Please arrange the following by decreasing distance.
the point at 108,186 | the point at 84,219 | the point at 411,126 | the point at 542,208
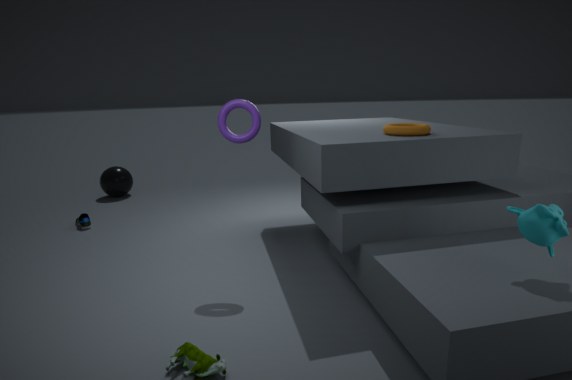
1. the point at 108,186
2. the point at 84,219
3. the point at 411,126
4. the point at 542,208
